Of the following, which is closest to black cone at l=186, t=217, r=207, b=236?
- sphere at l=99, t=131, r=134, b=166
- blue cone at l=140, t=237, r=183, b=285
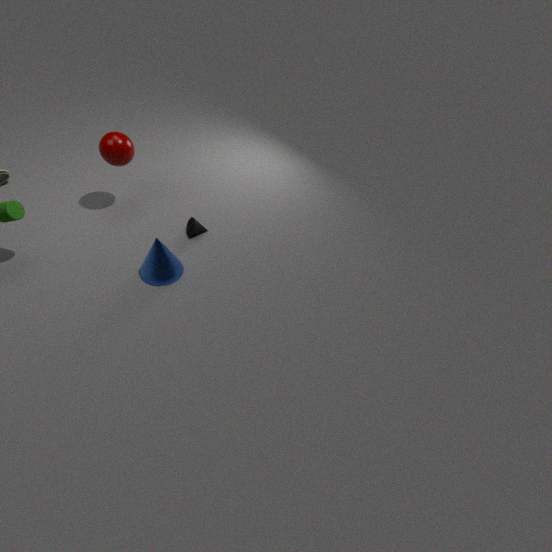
blue cone at l=140, t=237, r=183, b=285
